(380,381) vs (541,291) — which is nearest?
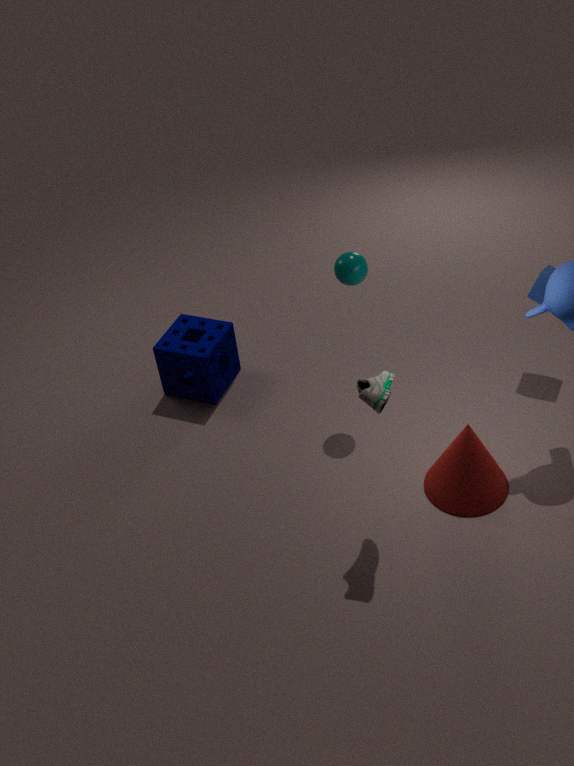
(380,381)
